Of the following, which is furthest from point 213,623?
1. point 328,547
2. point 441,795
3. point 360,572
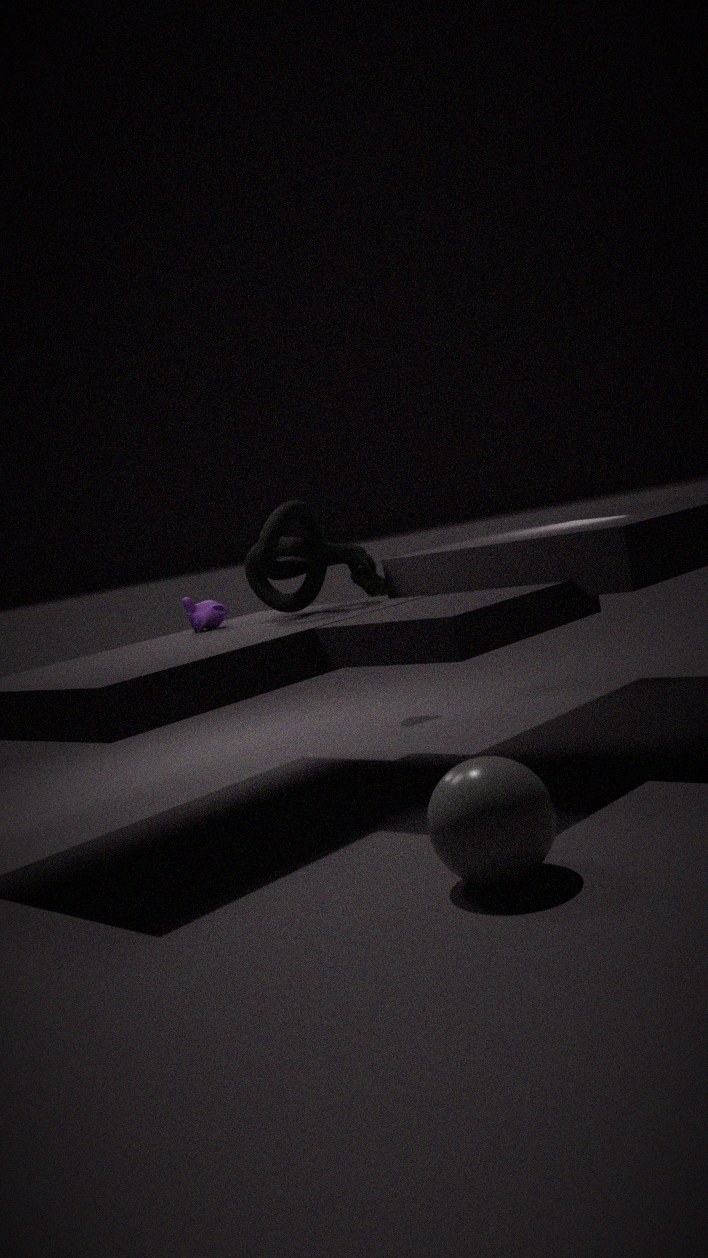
point 441,795
